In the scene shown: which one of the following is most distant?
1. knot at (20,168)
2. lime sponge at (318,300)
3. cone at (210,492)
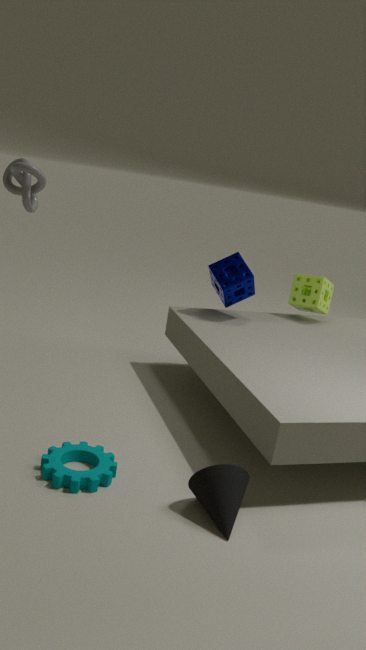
lime sponge at (318,300)
